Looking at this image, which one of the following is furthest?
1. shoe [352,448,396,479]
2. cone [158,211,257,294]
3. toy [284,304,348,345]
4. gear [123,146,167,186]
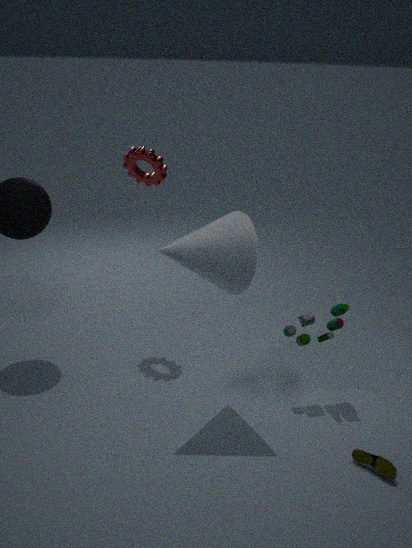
gear [123,146,167,186]
